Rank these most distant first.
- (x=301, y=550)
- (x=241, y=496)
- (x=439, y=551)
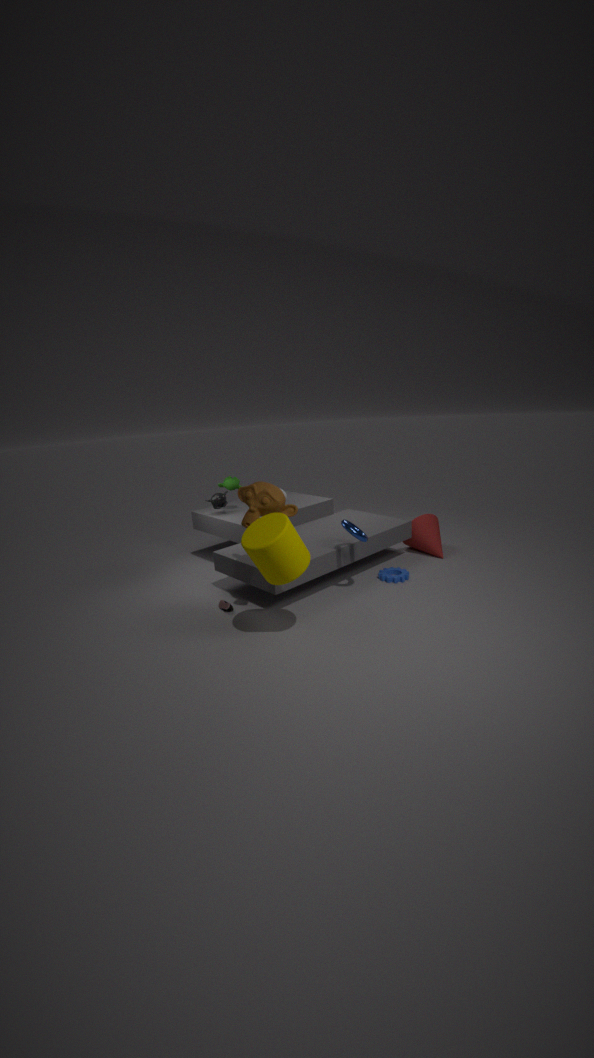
(x=439, y=551)
(x=241, y=496)
(x=301, y=550)
